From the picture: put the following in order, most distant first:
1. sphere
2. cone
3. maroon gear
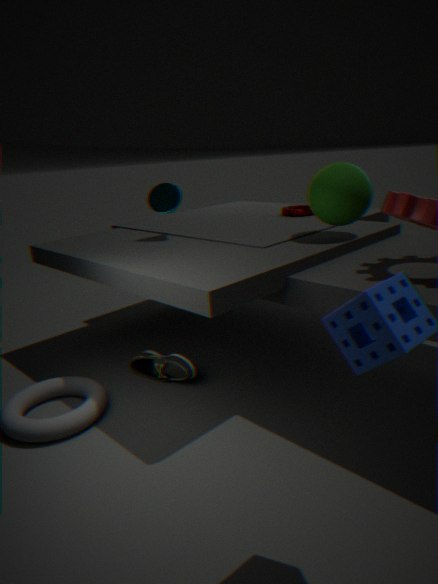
maroon gear, cone, sphere
